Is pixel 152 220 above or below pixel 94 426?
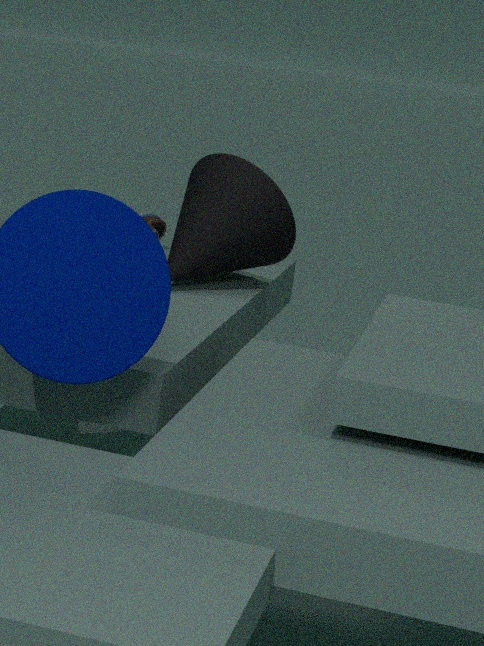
above
